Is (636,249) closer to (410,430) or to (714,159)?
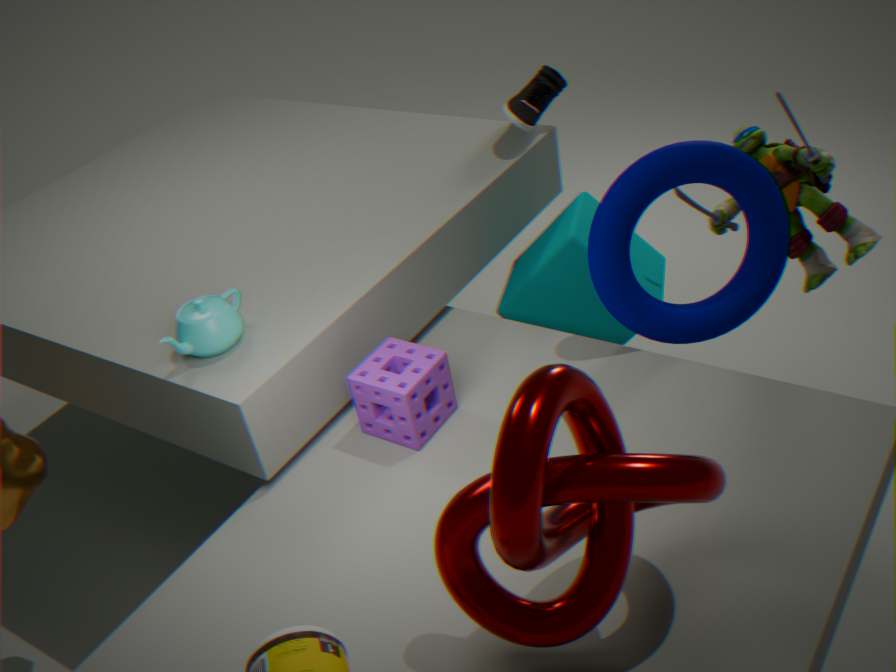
(714,159)
